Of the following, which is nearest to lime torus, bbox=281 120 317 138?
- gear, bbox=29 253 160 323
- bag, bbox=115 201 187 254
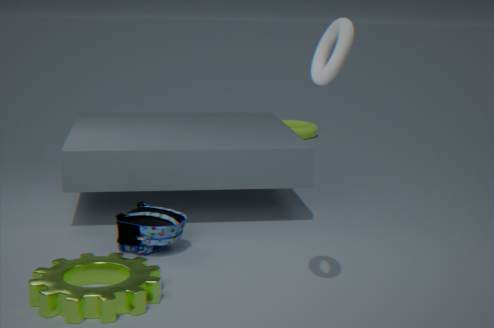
bag, bbox=115 201 187 254
